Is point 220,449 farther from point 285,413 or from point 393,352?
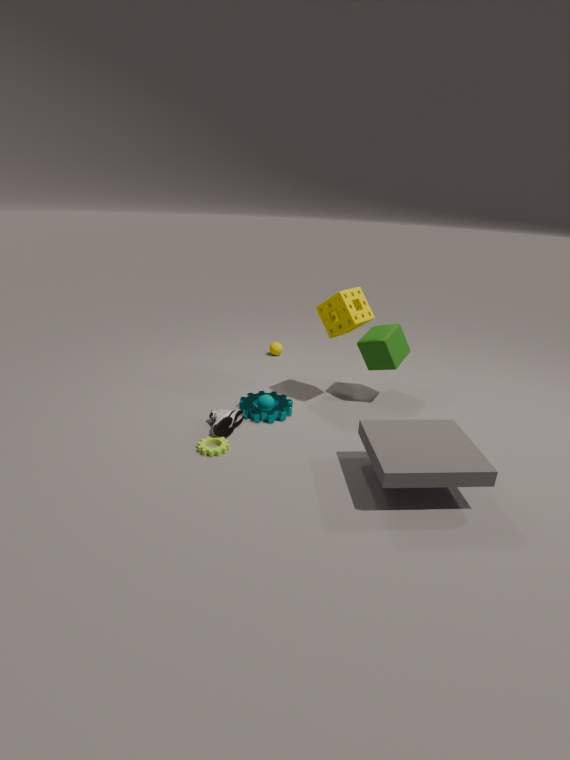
point 393,352
